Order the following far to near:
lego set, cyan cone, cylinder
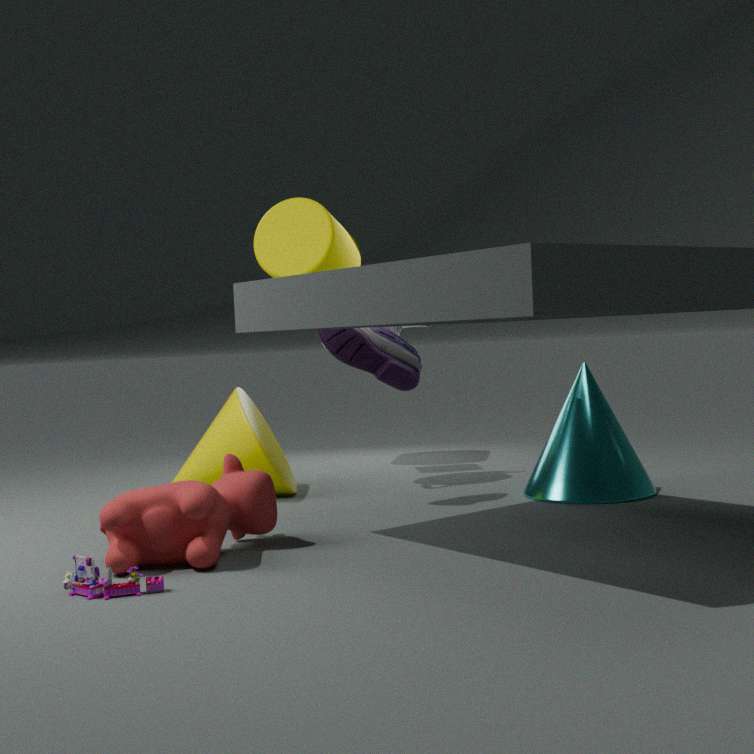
cylinder < cyan cone < lego set
